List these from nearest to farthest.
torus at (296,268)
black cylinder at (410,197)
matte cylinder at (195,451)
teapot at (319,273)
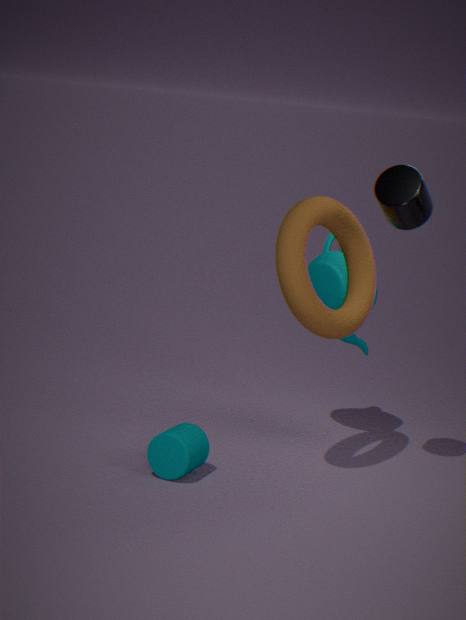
1. torus at (296,268)
2. black cylinder at (410,197)
3. matte cylinder at (195,451)
4. teapot at (319,273)
